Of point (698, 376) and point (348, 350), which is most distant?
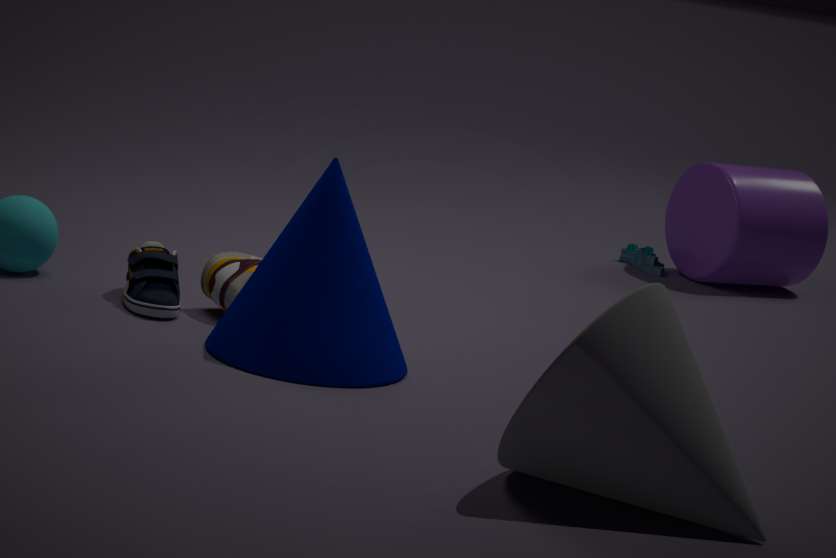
point (348, 350)
